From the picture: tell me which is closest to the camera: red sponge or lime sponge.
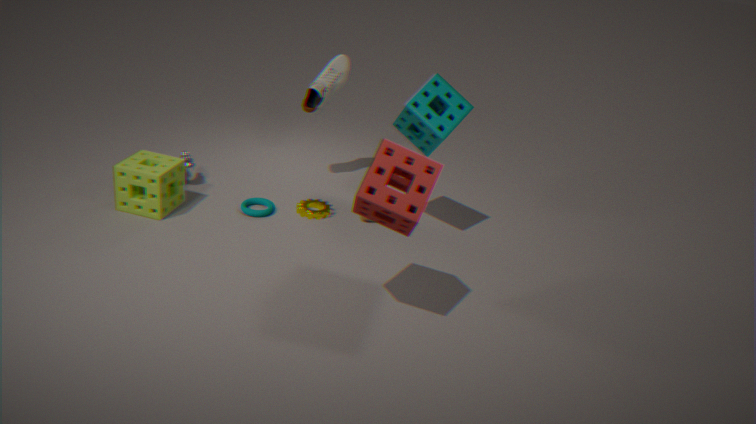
red sponge
